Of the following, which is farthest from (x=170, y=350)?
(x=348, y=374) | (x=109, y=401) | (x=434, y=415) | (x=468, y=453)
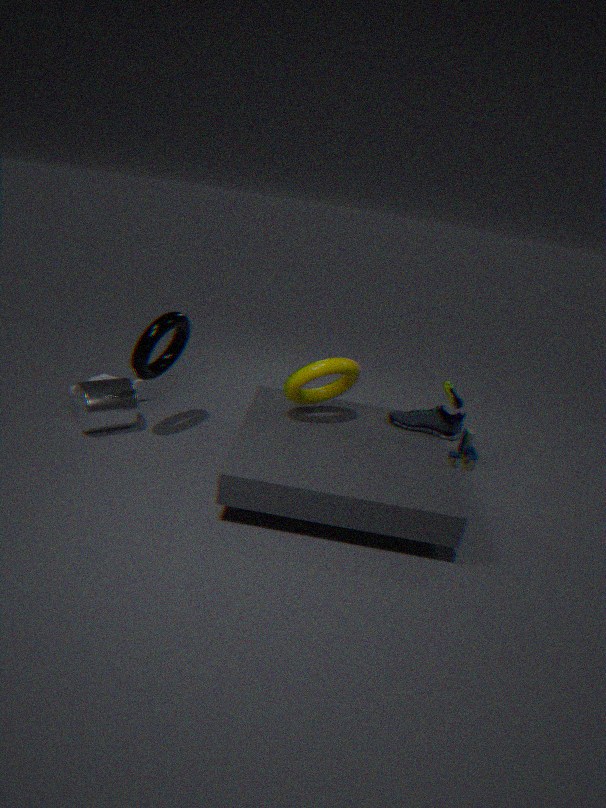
(x=468, y=453)
